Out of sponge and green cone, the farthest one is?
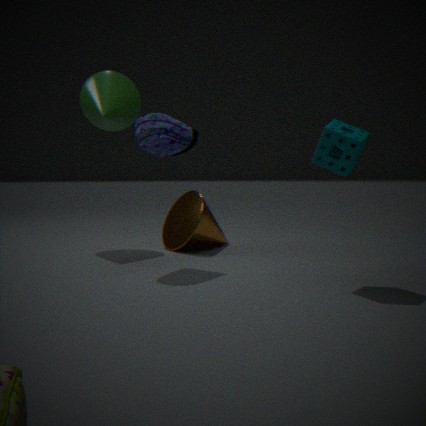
green cone
